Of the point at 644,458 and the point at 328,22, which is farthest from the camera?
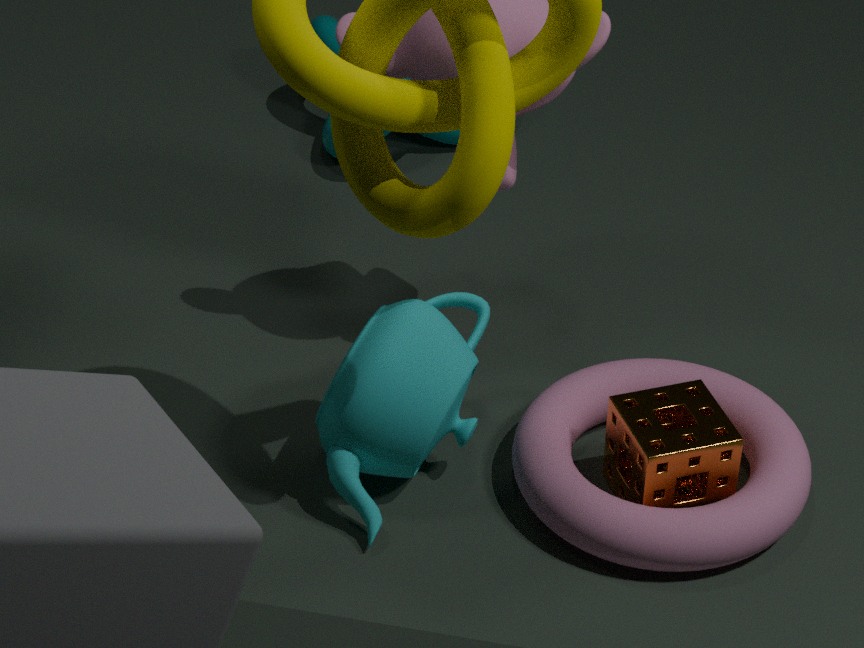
the point at 328,22
